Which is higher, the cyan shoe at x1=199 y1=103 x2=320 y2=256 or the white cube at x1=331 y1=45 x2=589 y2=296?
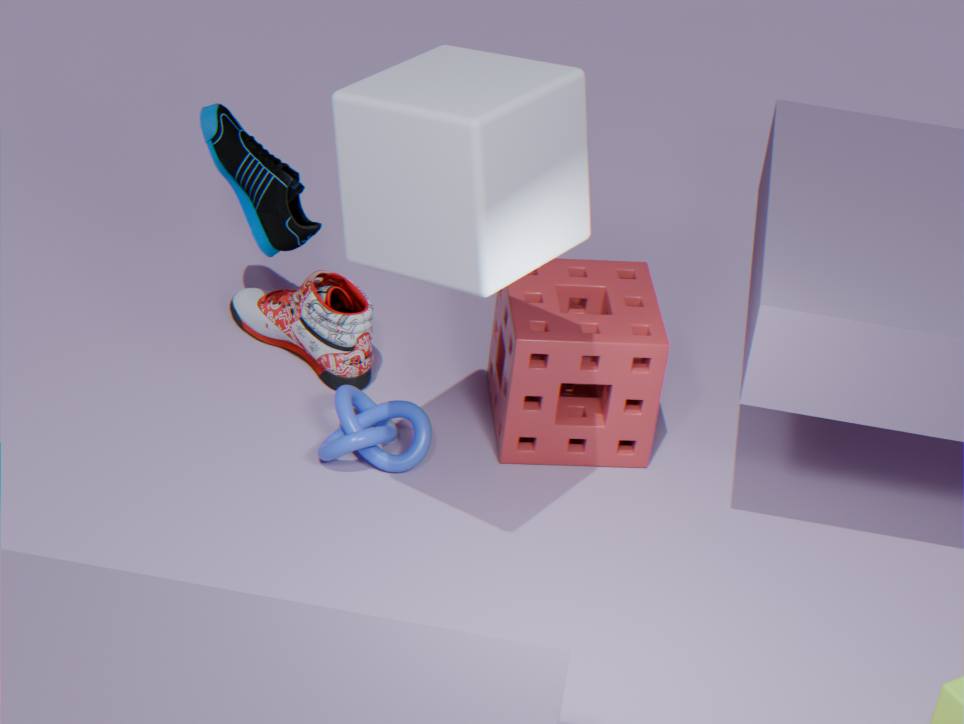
the white cube at x1=331 y1=45 x2=589 y2=296
